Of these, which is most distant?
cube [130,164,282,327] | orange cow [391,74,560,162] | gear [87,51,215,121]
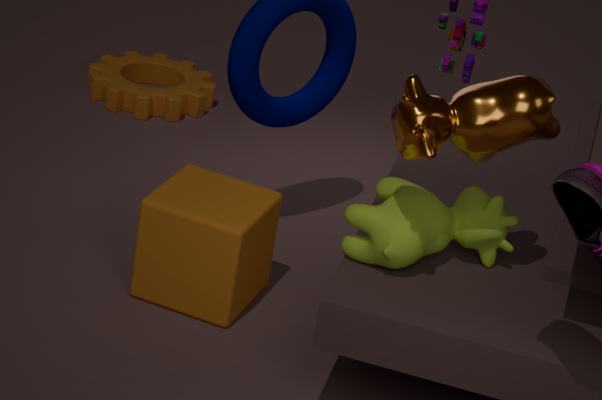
gear [87,51,215,121]
